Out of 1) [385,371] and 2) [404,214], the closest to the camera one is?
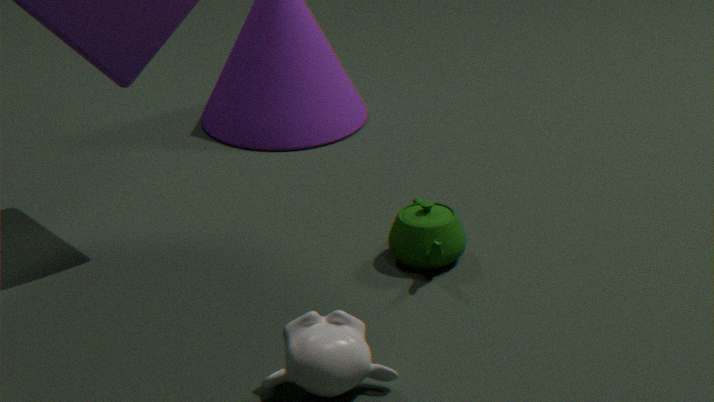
1. [385,371]
